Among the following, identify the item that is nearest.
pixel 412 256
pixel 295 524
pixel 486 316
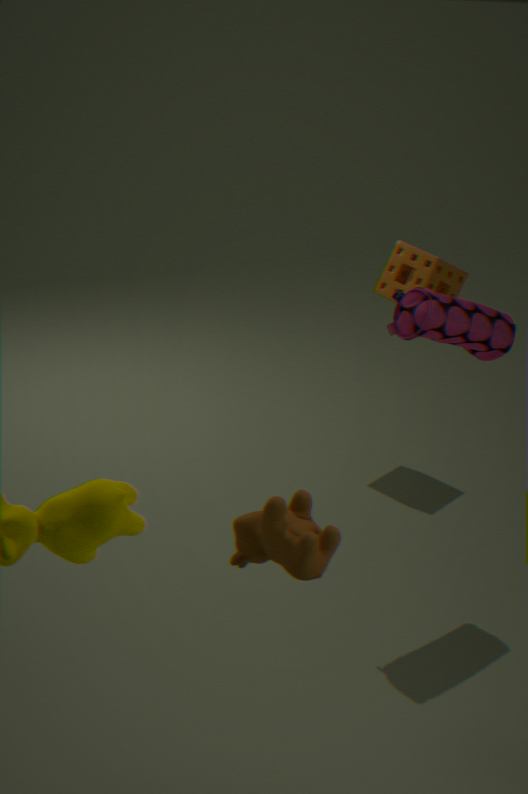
pixel 295 524
